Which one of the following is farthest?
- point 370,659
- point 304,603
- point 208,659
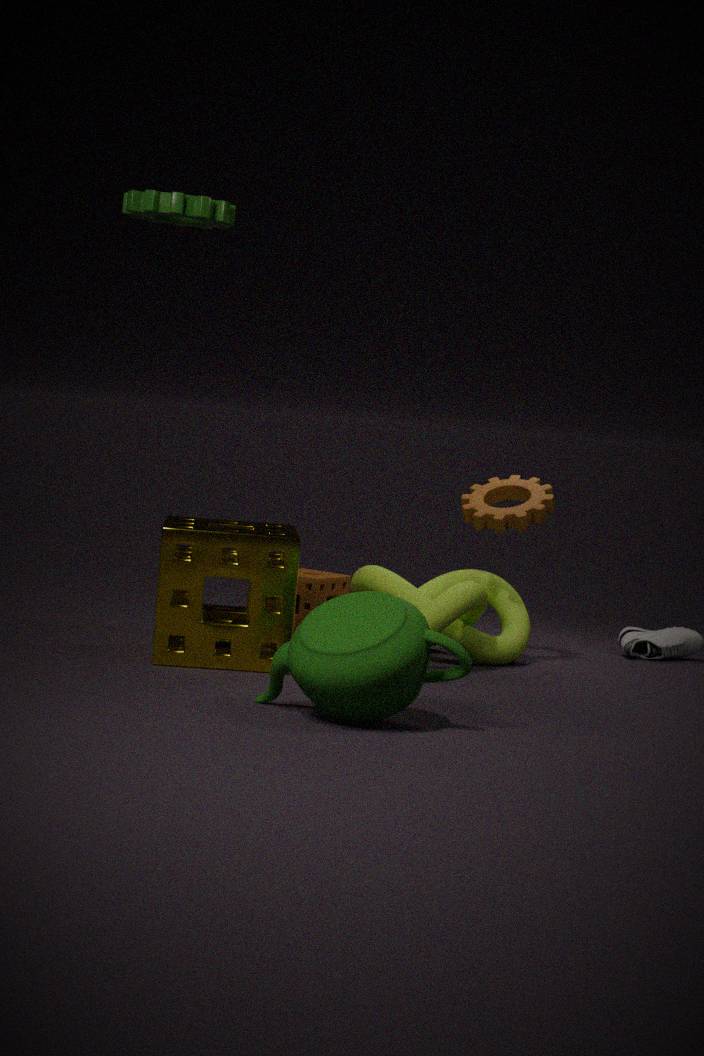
point 304,603
